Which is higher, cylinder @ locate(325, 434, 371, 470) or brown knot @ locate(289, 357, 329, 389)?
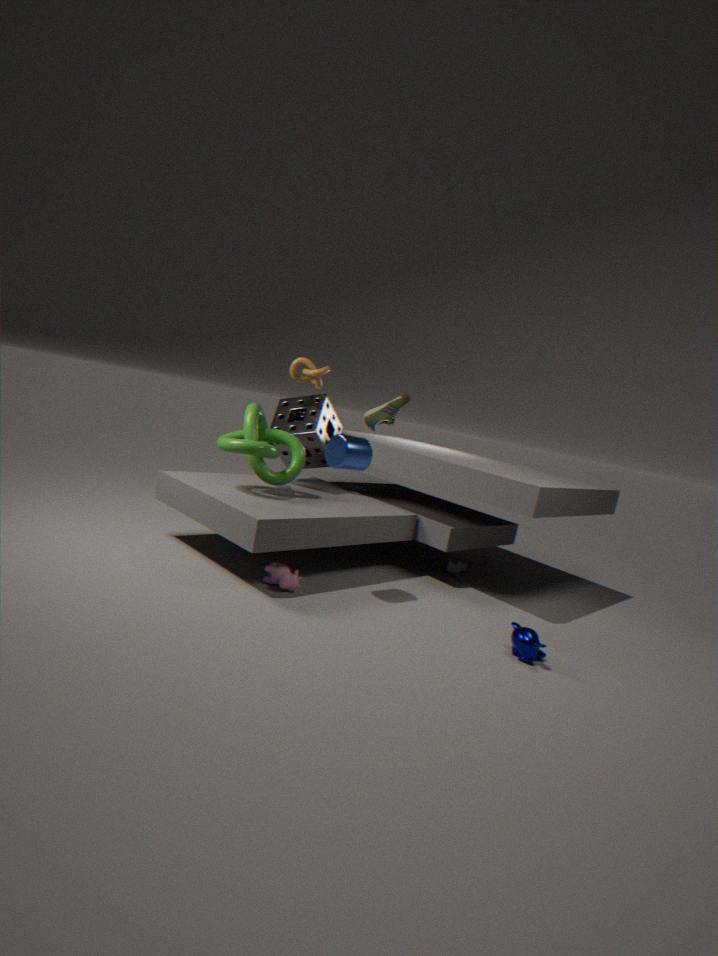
brown knot @ locate(289, 357, 329, 389)
